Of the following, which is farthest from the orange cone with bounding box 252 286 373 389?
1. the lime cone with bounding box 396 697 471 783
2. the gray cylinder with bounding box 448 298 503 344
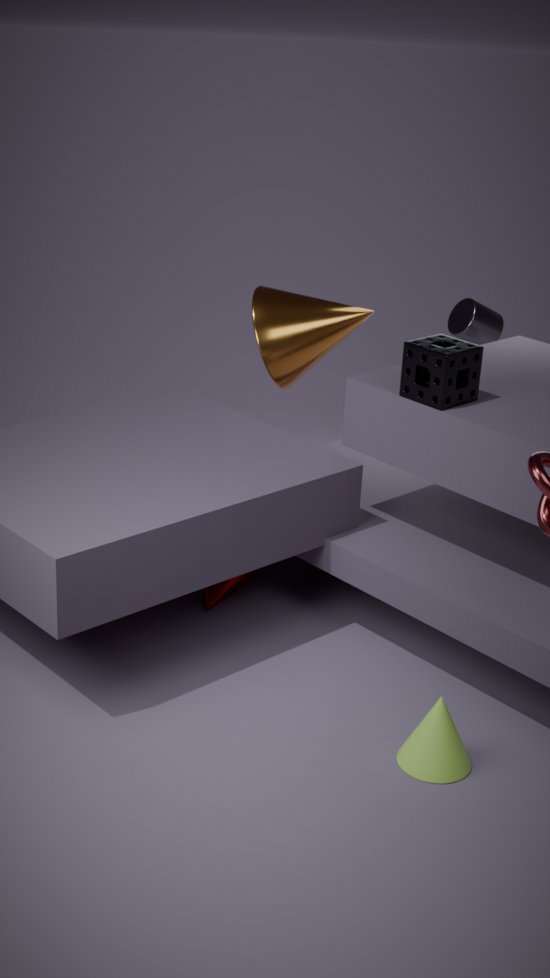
the lime cone with bounding box 396 697 471 783
